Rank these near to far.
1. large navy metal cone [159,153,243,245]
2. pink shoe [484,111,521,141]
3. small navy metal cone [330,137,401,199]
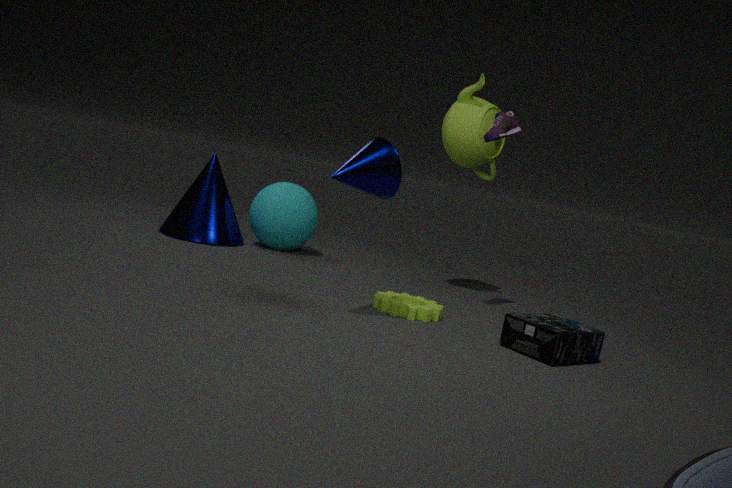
small navy metal cone [330,137,401,199]
pink shoe [484,111,521,141]
large navy metal cone [159,153,243,245]
